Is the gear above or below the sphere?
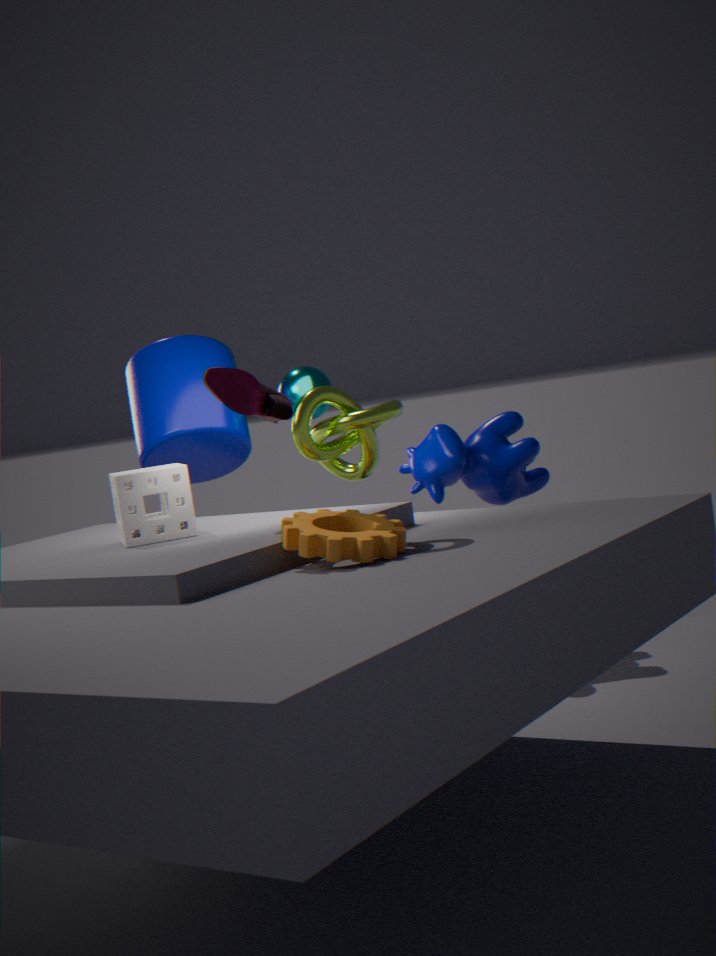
below
